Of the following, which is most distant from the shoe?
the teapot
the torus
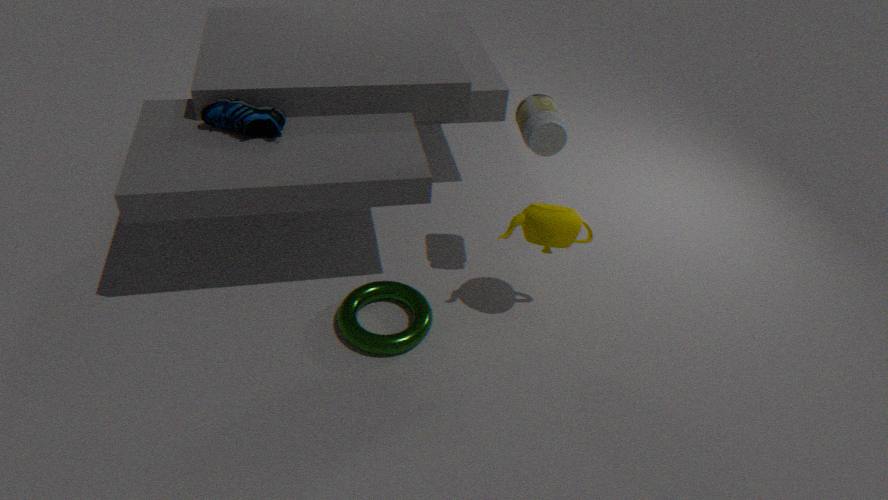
the teapot
